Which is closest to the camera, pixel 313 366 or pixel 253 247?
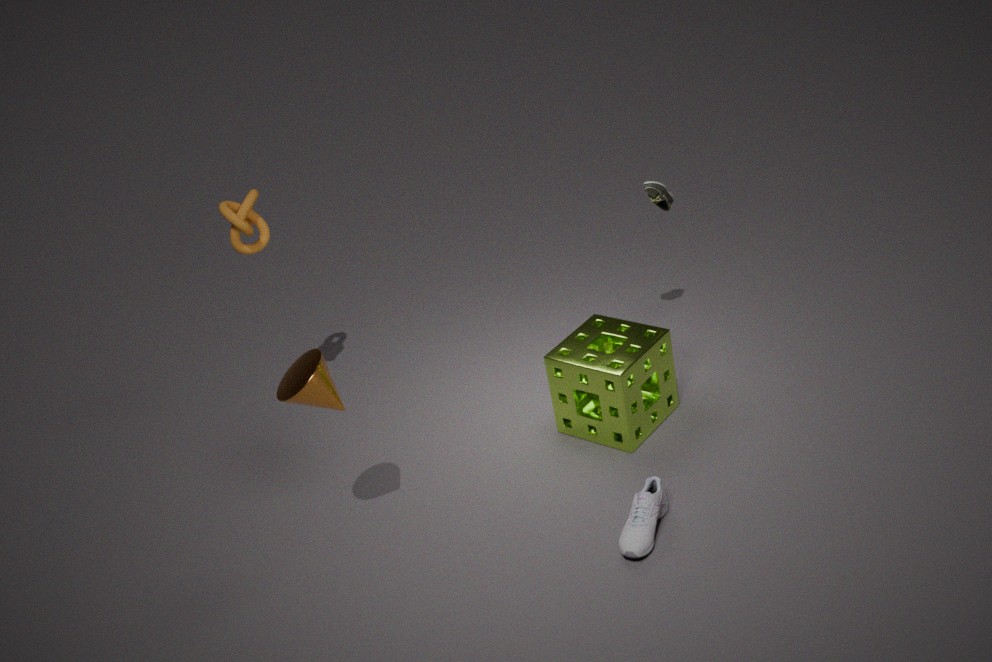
pixel 313 366
